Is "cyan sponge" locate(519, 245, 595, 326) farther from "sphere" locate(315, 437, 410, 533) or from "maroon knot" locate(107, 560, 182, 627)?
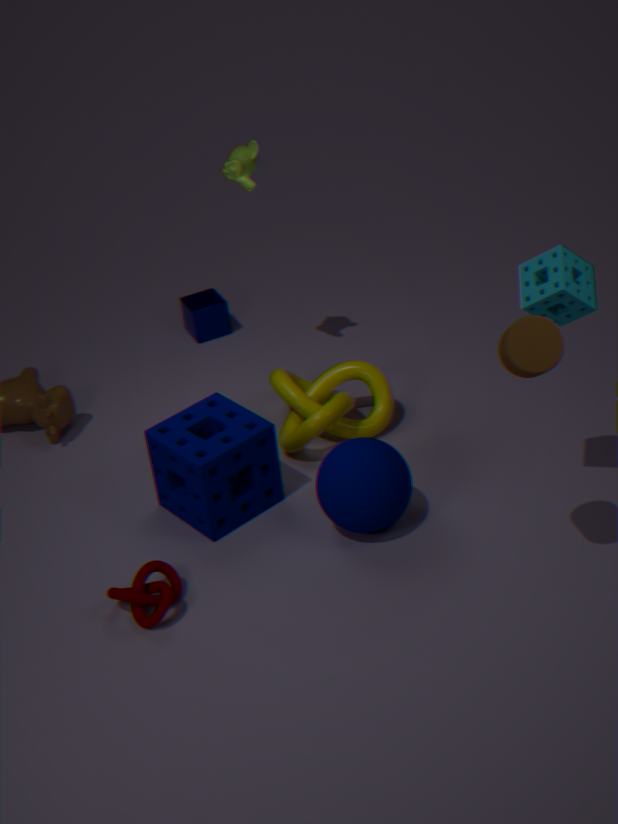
"maroon knot" locate(107, 560, 182, 627)
